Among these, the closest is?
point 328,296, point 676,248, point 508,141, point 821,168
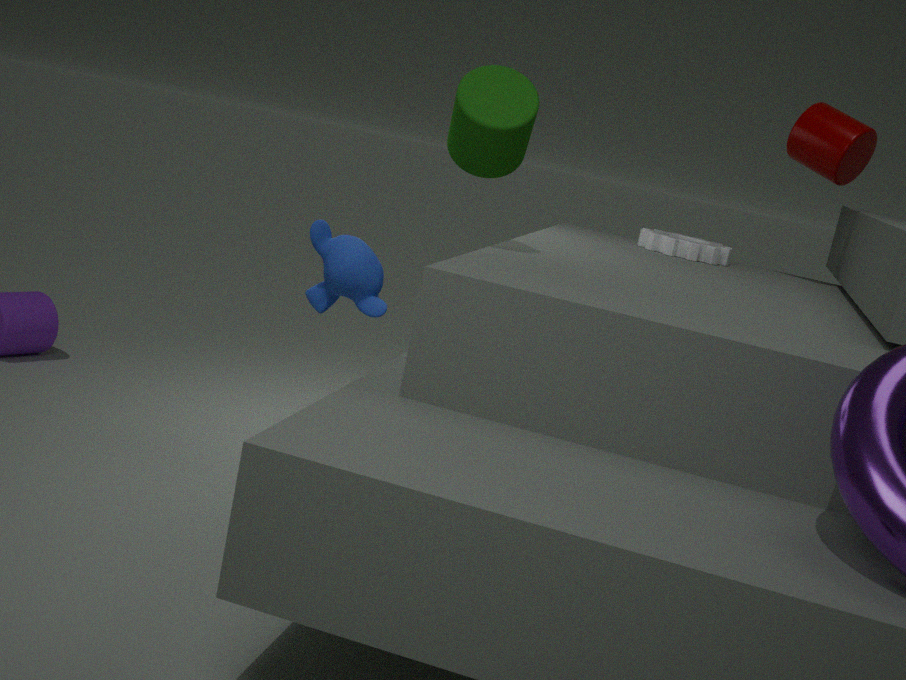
point 508,141
